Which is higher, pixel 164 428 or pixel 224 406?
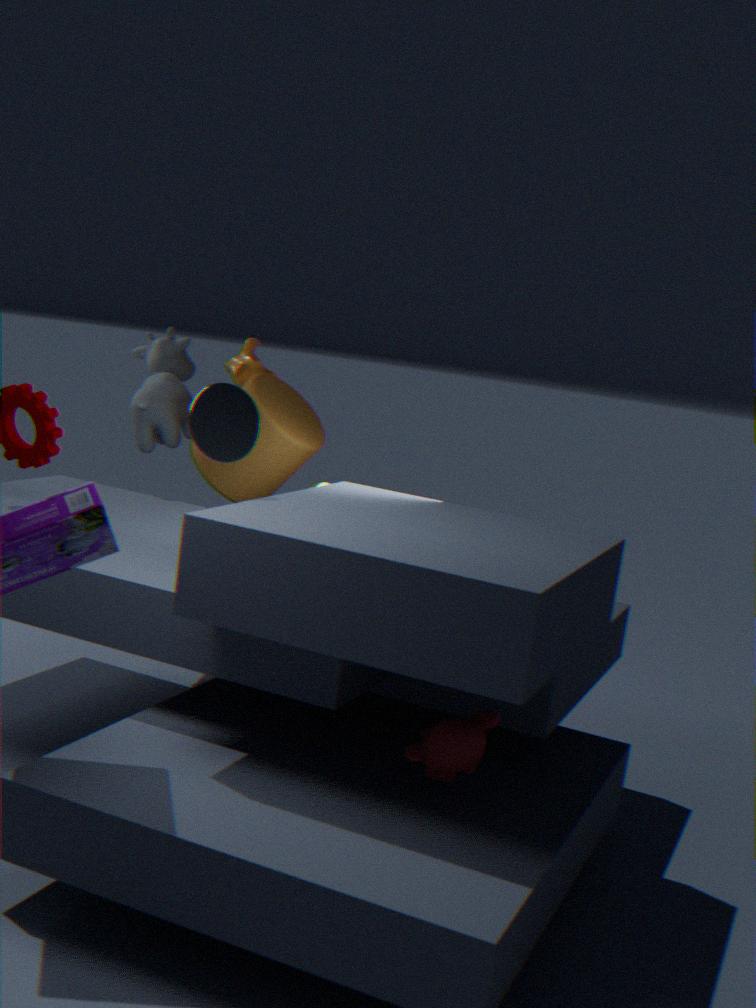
pixel 224 406
